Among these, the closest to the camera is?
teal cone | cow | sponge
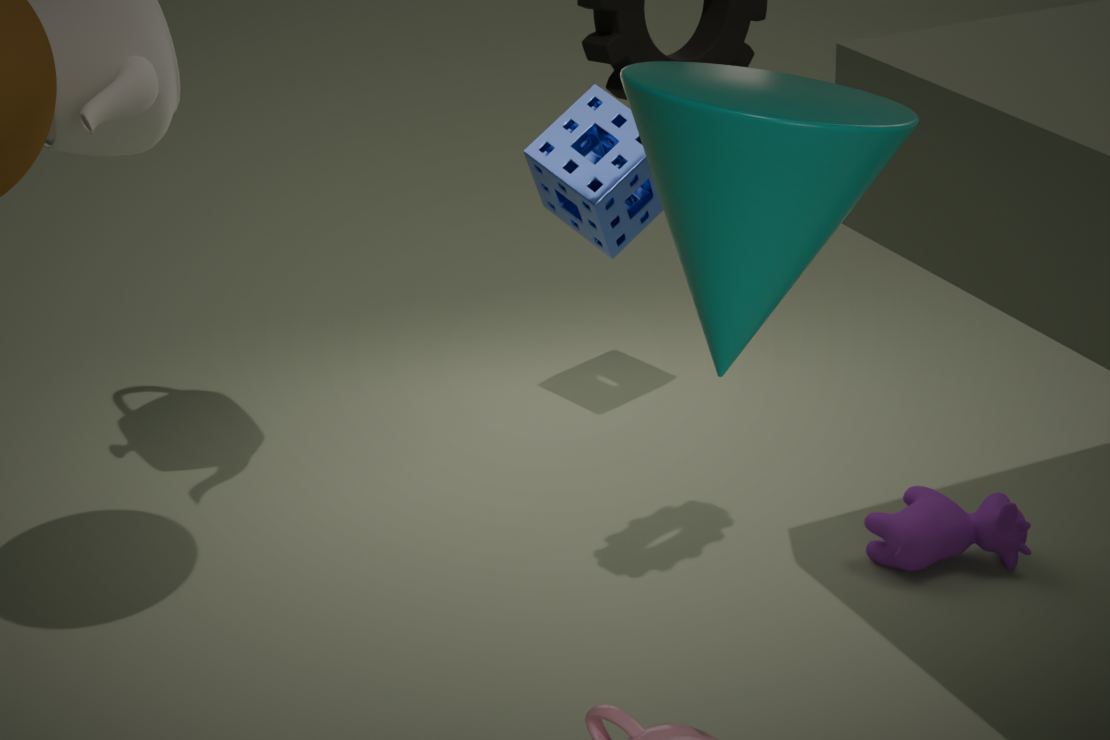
teal cone
